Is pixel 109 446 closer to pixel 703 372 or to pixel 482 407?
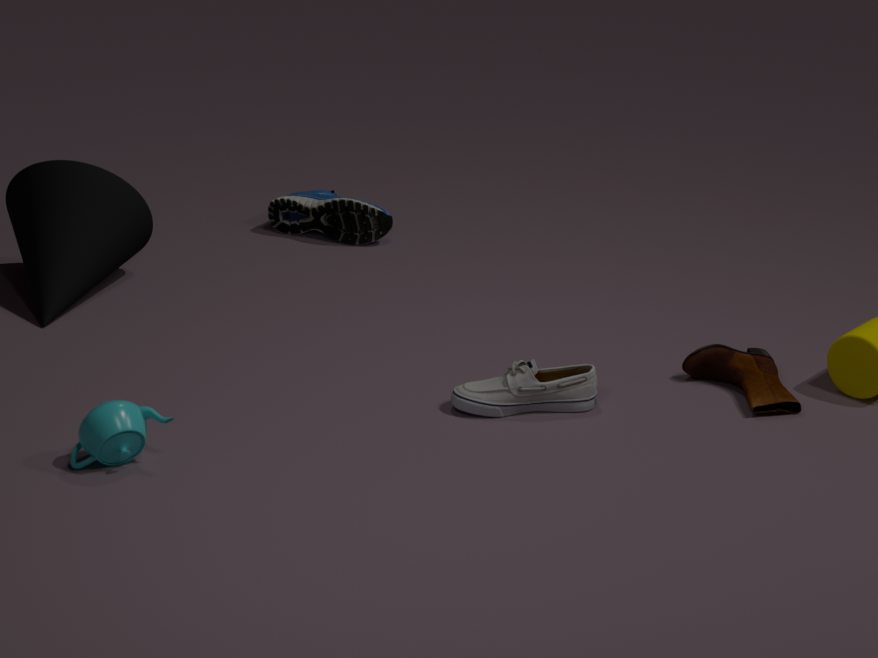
pixel 482 407
